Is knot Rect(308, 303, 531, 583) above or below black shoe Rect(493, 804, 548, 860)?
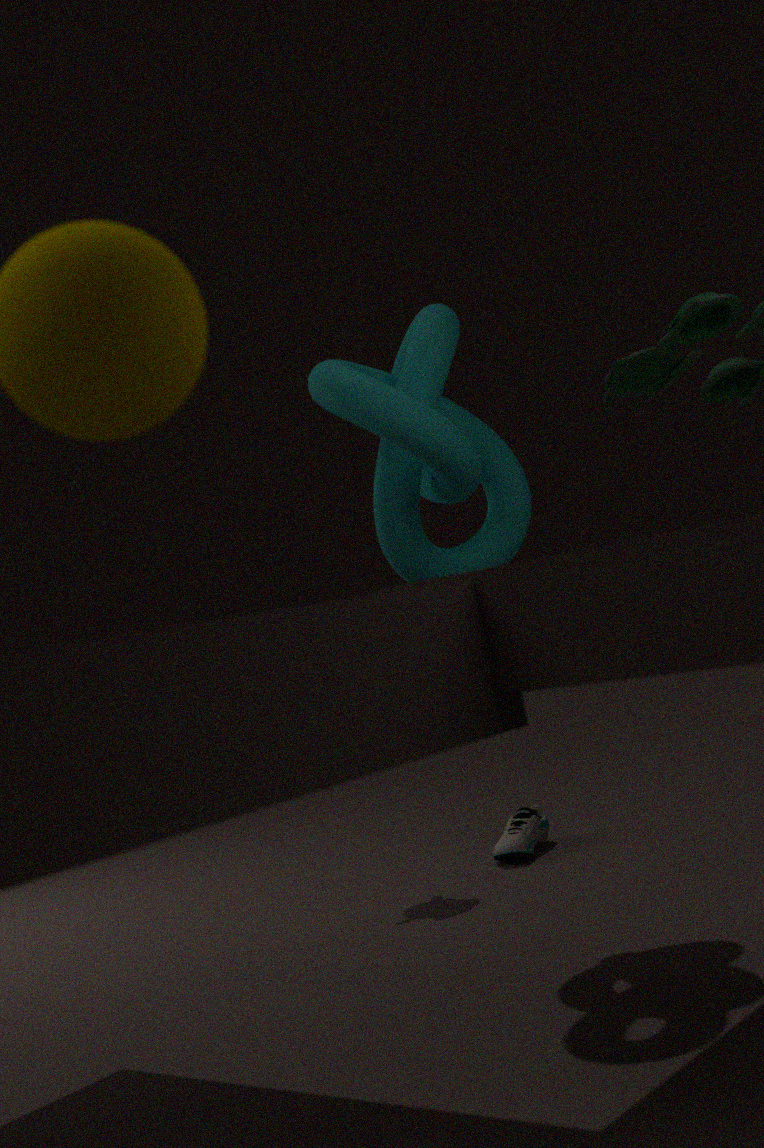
above
